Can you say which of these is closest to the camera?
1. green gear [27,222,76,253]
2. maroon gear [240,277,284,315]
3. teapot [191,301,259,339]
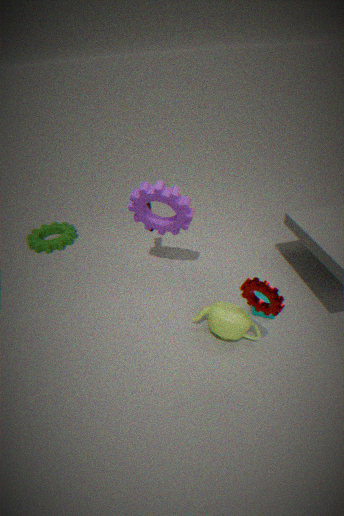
maroon gear [240,277,284,315]
